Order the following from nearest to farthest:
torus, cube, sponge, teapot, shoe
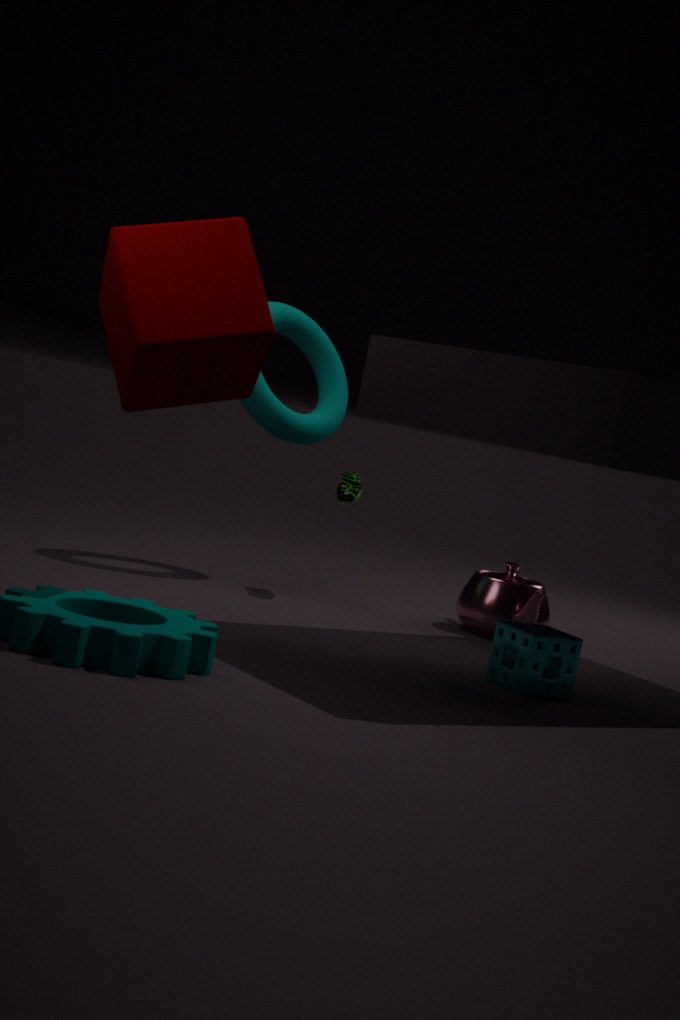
cube, sponge, teapot, shoe, torus
